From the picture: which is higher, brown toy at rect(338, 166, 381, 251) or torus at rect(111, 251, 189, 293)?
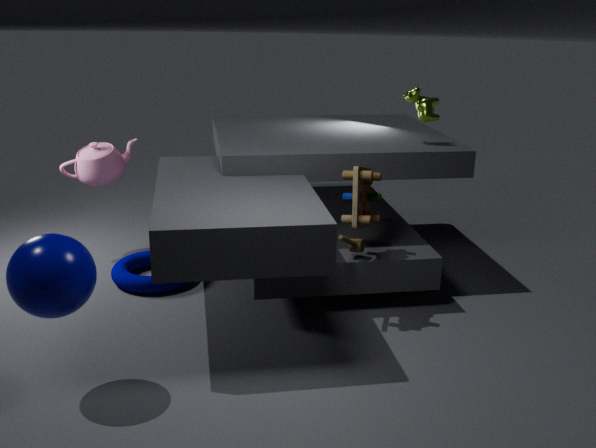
brown toy at rect(338, 166, 381, 251)
